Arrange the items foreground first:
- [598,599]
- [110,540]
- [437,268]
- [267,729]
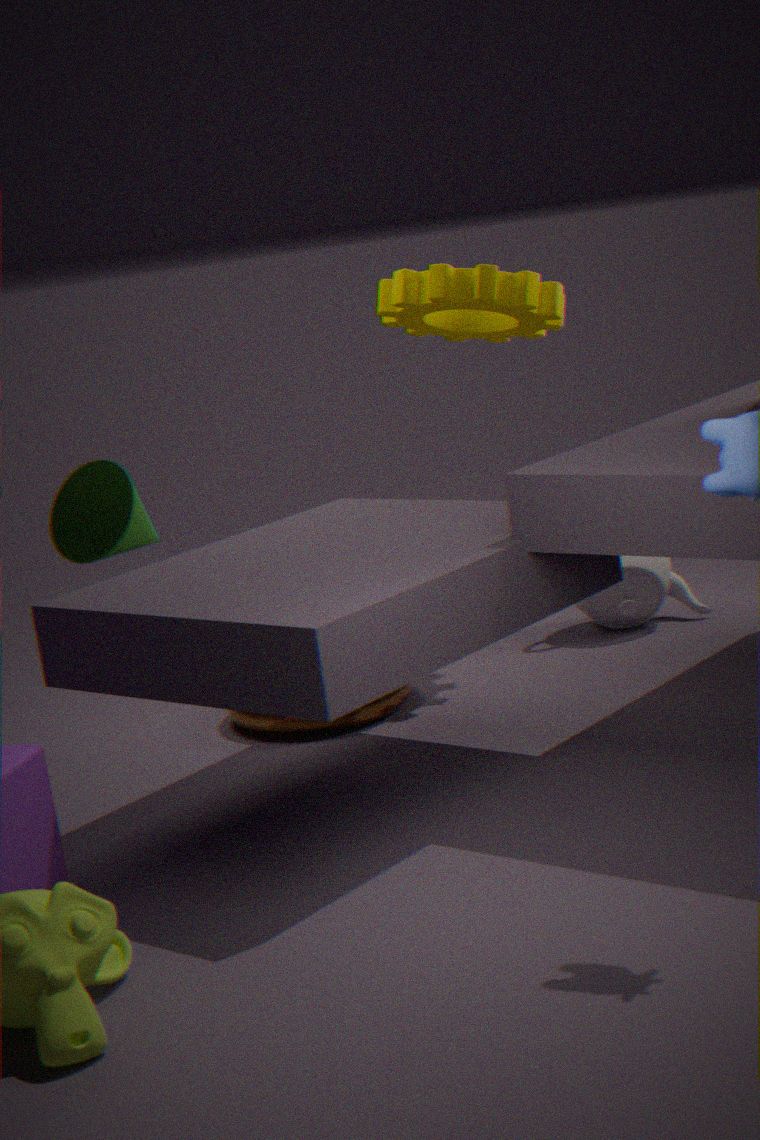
[110,540], [267,729], [437,268], [598,599]
